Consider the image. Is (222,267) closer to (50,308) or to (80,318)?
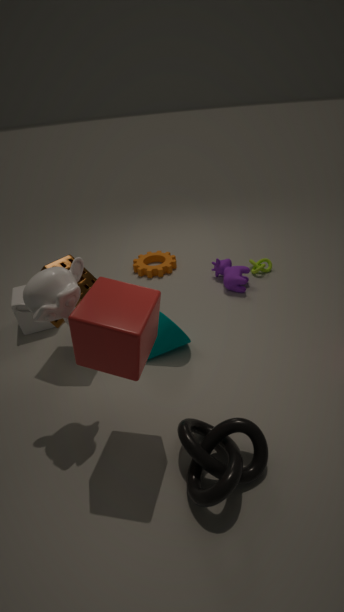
(80,318)
